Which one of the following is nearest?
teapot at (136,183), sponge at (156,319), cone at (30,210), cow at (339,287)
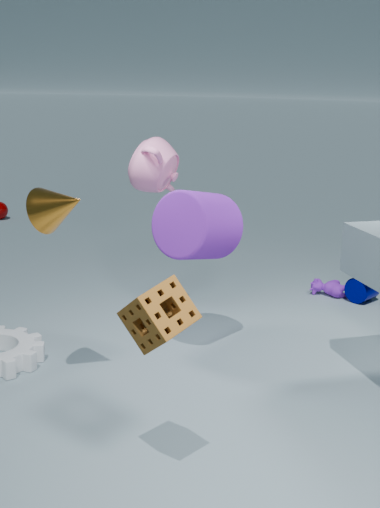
sponge at (156,319)
